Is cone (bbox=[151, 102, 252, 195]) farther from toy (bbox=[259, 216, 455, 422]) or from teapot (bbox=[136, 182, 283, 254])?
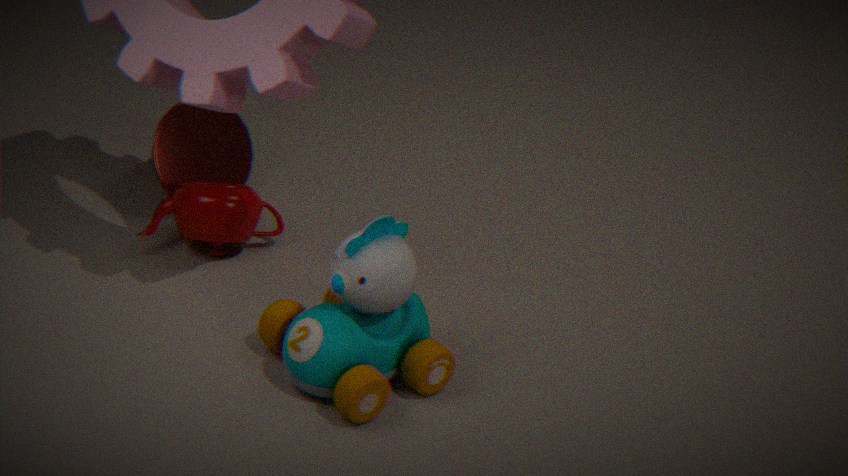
toy (bbox=[259, 216, 455, 422])
